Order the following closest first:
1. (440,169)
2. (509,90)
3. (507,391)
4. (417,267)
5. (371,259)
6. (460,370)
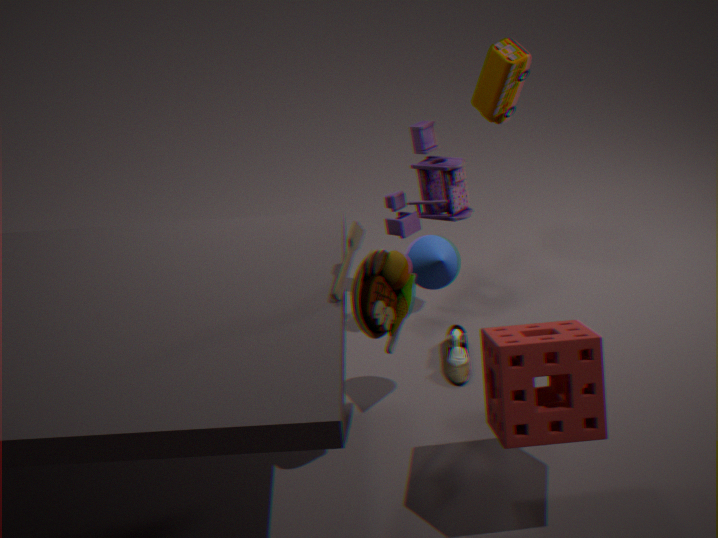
1. (507,391)
2. (371,259)
3. (417,267)
4. (460,370)
5. (440,169)
6. (509,90)
